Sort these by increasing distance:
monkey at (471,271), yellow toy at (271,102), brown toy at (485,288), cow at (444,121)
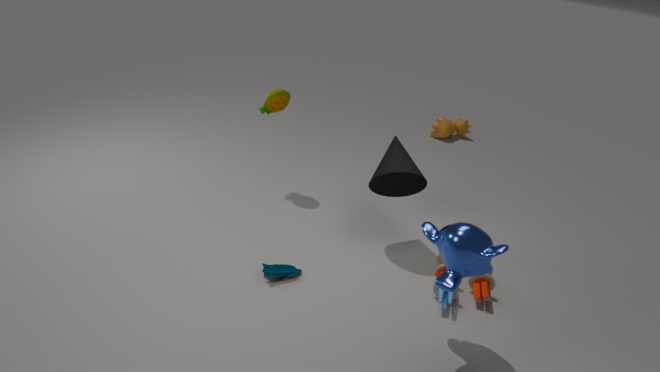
monkey at (471,271) < brown toy at (485,288) < yellow toy at (271,102) < cow at (444,121)
